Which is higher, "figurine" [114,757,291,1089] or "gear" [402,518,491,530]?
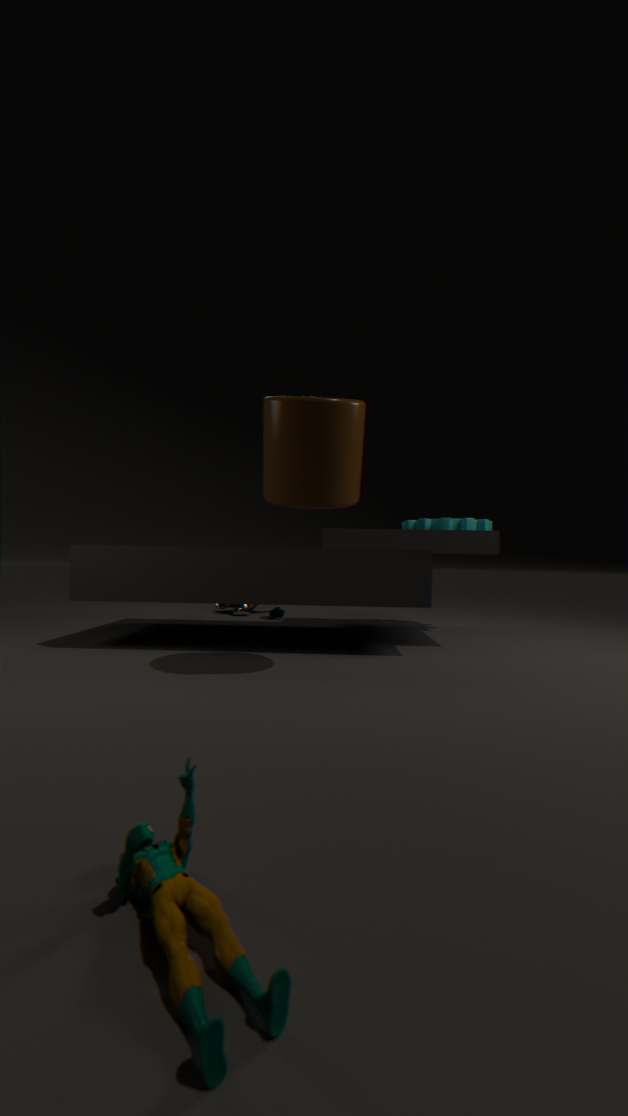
"gear" [402,518,491,530]
